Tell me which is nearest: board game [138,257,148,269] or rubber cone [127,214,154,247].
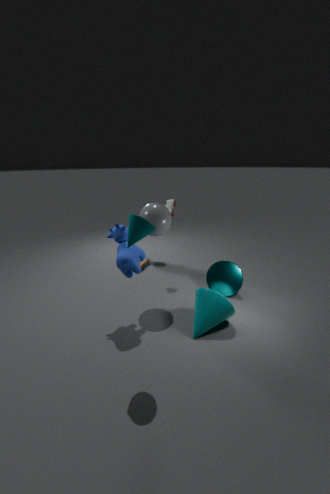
rubber cone [127,214,154,247]
